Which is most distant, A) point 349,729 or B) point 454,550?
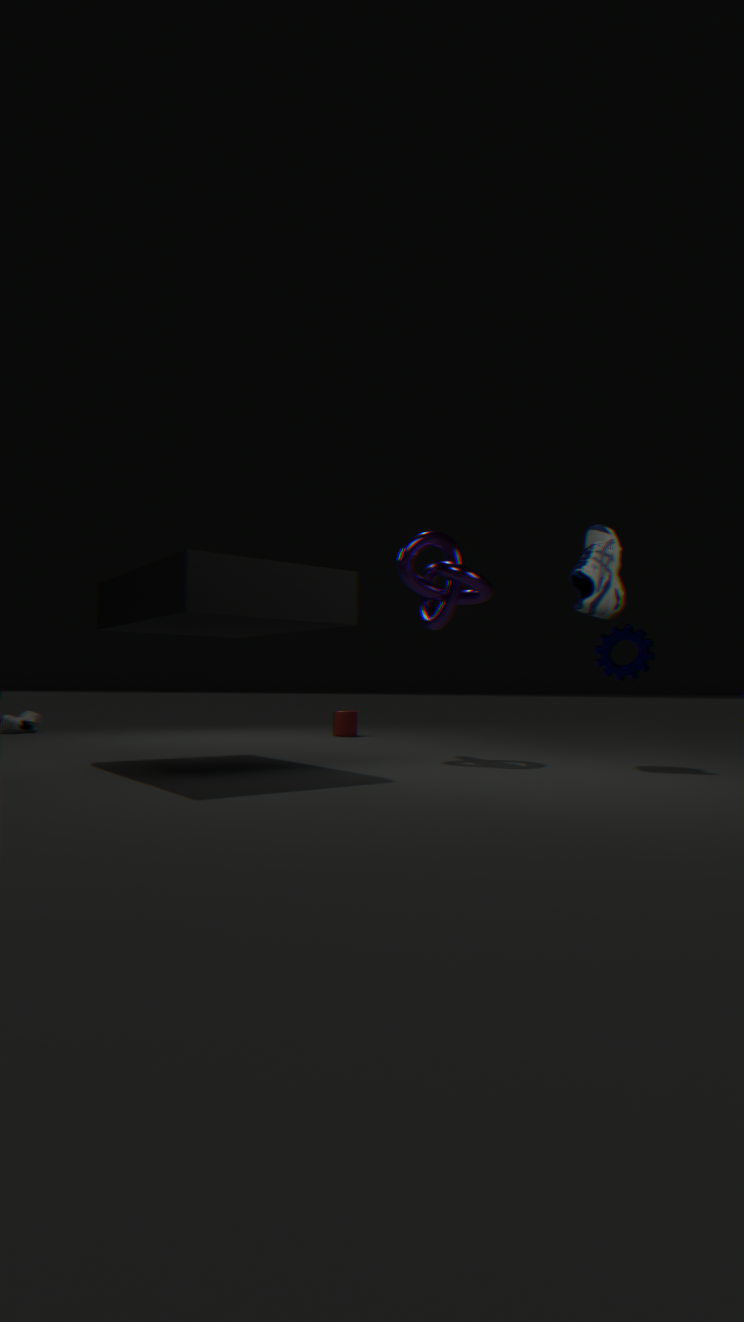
A. point 349,729
